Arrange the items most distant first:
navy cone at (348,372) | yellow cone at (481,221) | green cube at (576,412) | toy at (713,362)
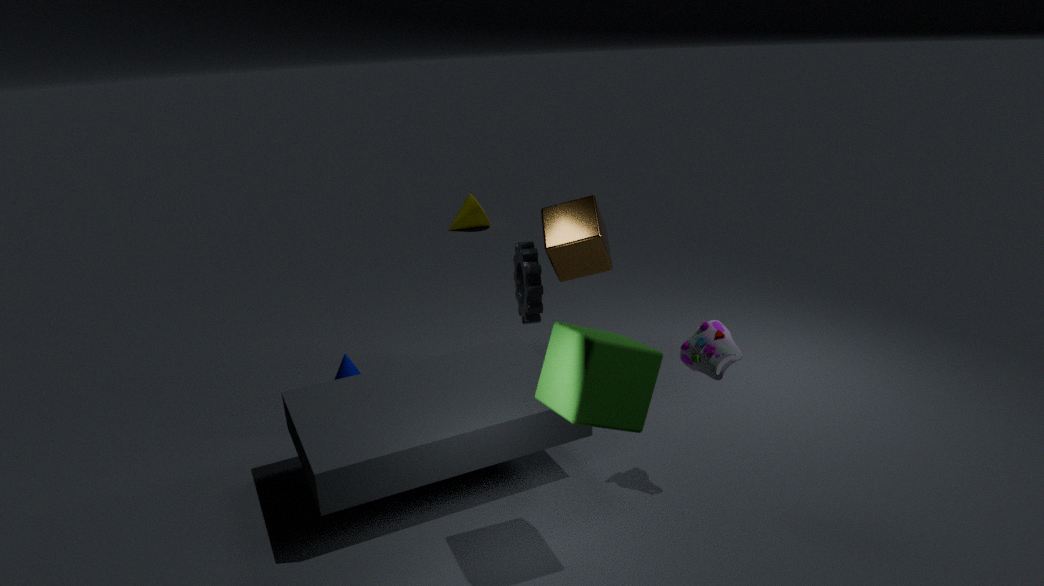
yellow cone at (481,221)
navy cone at (348,372)
toy at (713,362)
green cube at (576,412)
